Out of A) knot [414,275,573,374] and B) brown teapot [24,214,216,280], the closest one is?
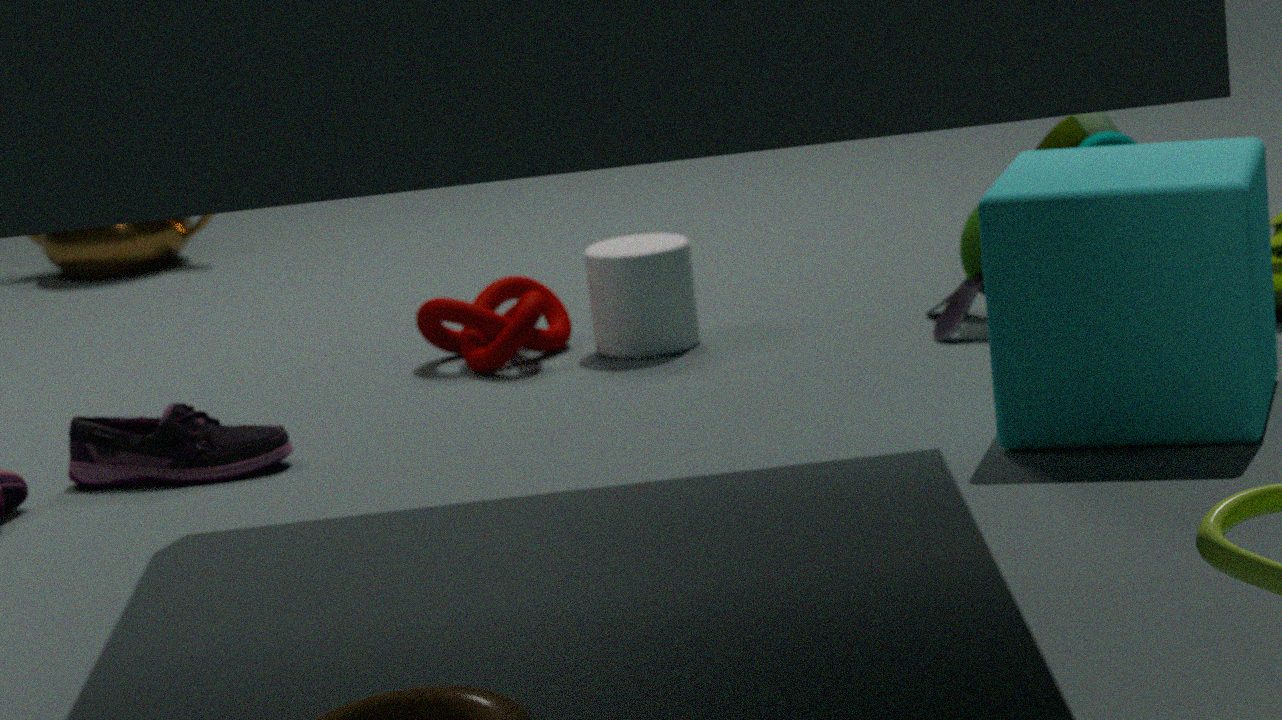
A. knot [414,275,573,374]
